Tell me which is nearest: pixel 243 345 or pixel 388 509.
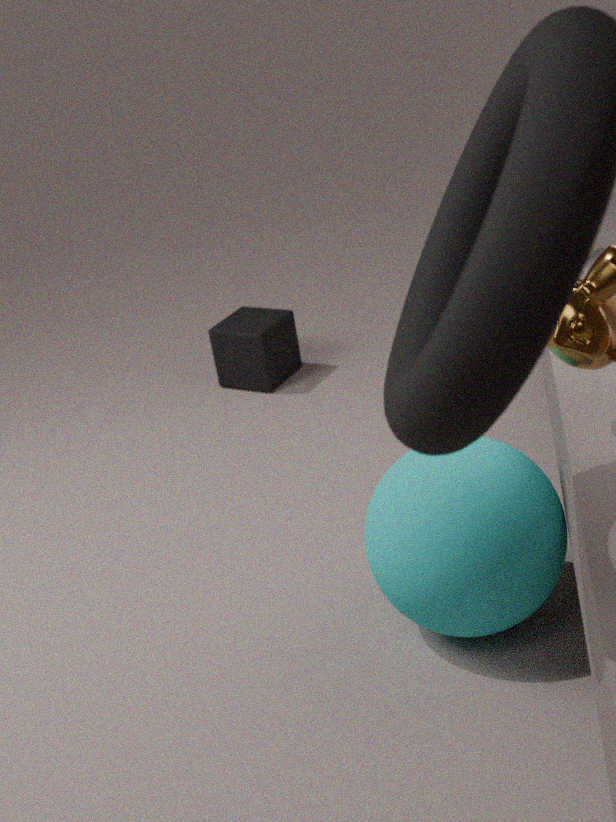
pixel 388 509
